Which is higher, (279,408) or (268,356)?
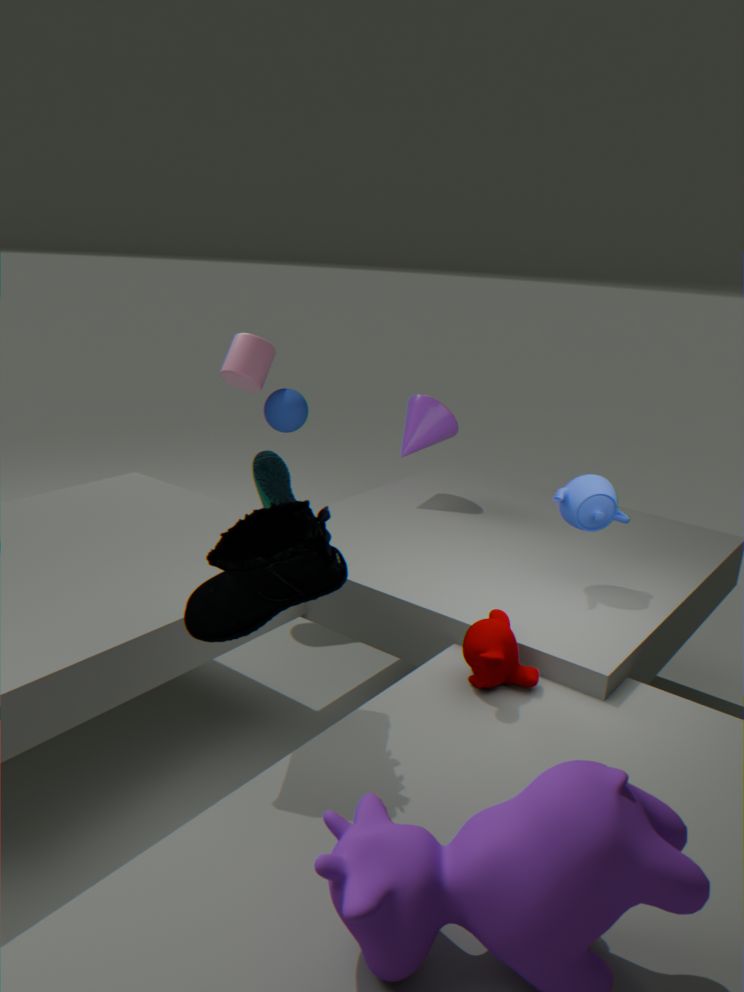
(268,356)
